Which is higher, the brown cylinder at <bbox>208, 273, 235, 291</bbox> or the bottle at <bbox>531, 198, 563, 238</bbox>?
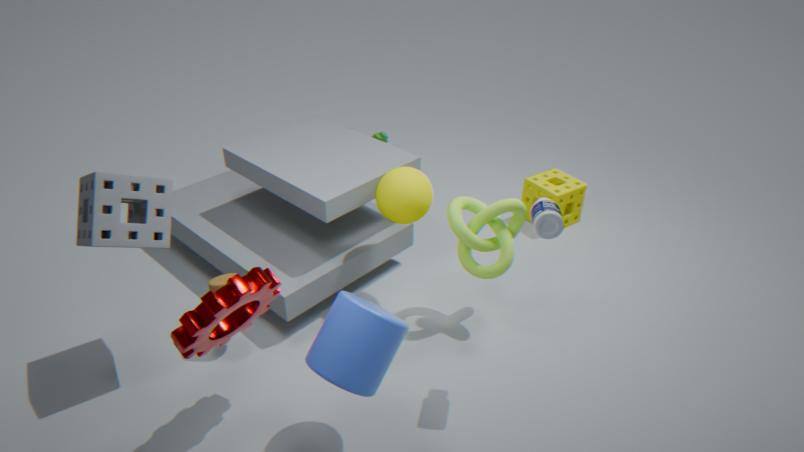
the bottle at <bbox>531, 198, 563, 238</bbox>
